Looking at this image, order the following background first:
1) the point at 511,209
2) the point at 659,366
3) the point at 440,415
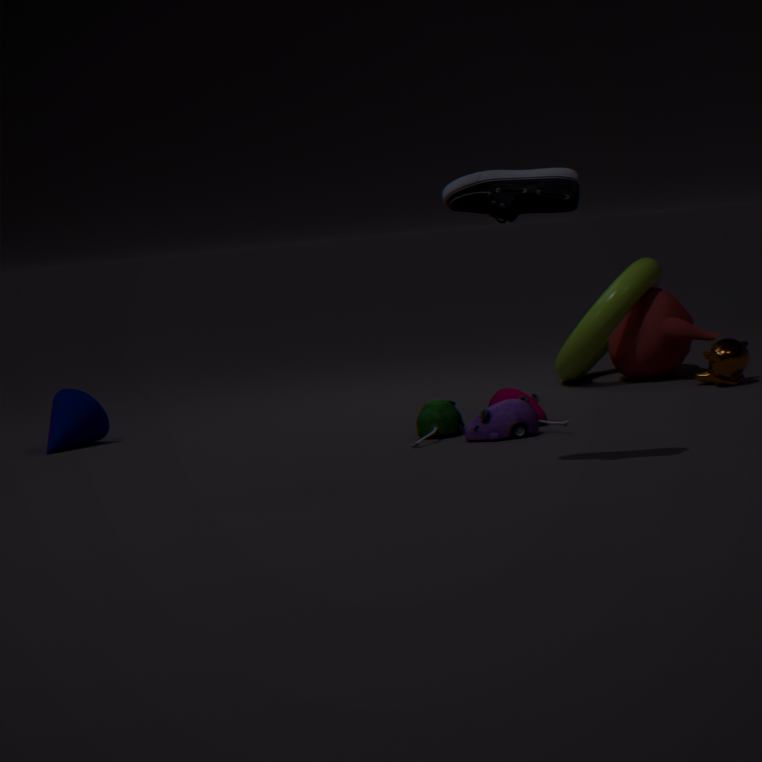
1. 2. the point at 659,366
2. 3. the point at 440,415
3. 1. the point at 511,209
